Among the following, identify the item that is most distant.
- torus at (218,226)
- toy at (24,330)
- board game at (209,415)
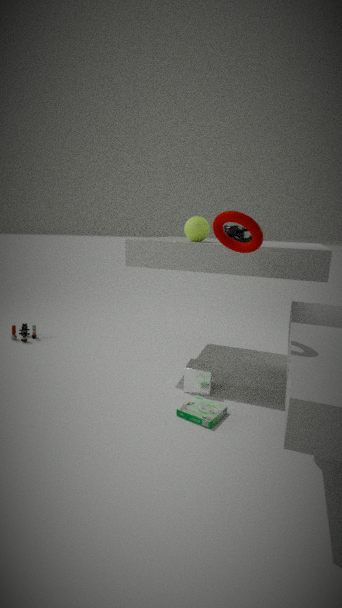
toy at (24,330)
